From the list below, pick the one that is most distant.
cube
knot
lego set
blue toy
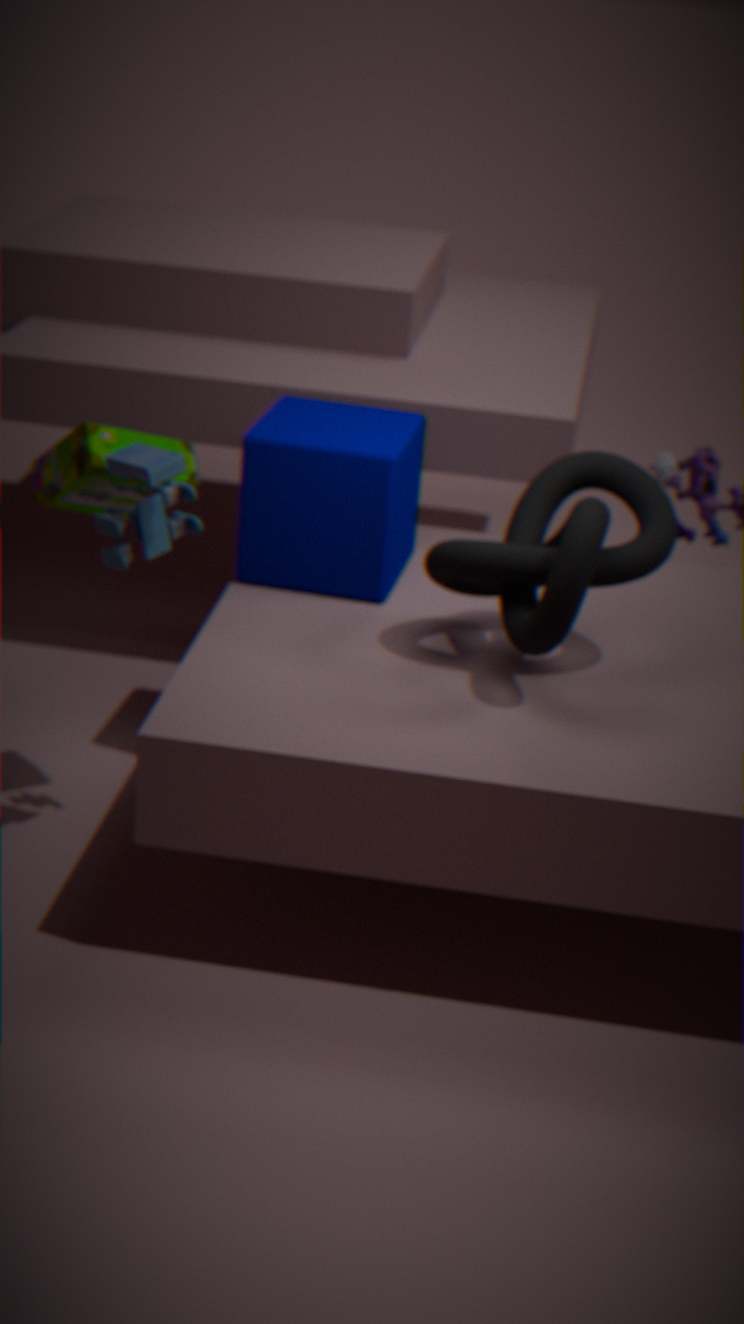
cube
